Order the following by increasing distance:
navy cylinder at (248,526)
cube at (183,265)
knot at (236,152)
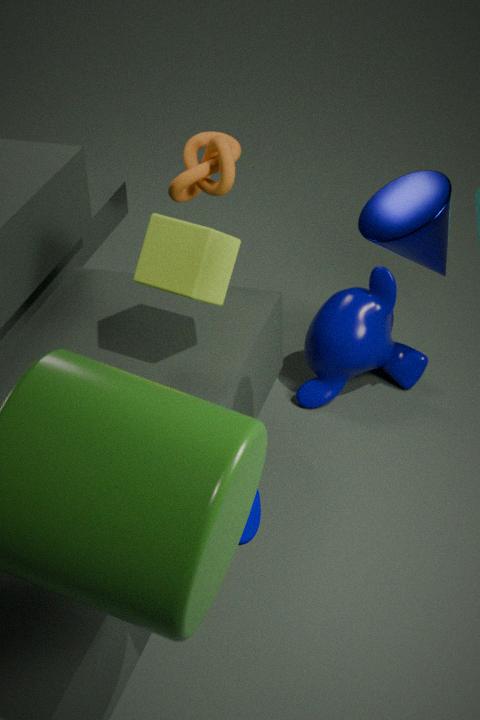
navy cylinder at (248,526) → cube at (183,265) → knot at (236,152)
